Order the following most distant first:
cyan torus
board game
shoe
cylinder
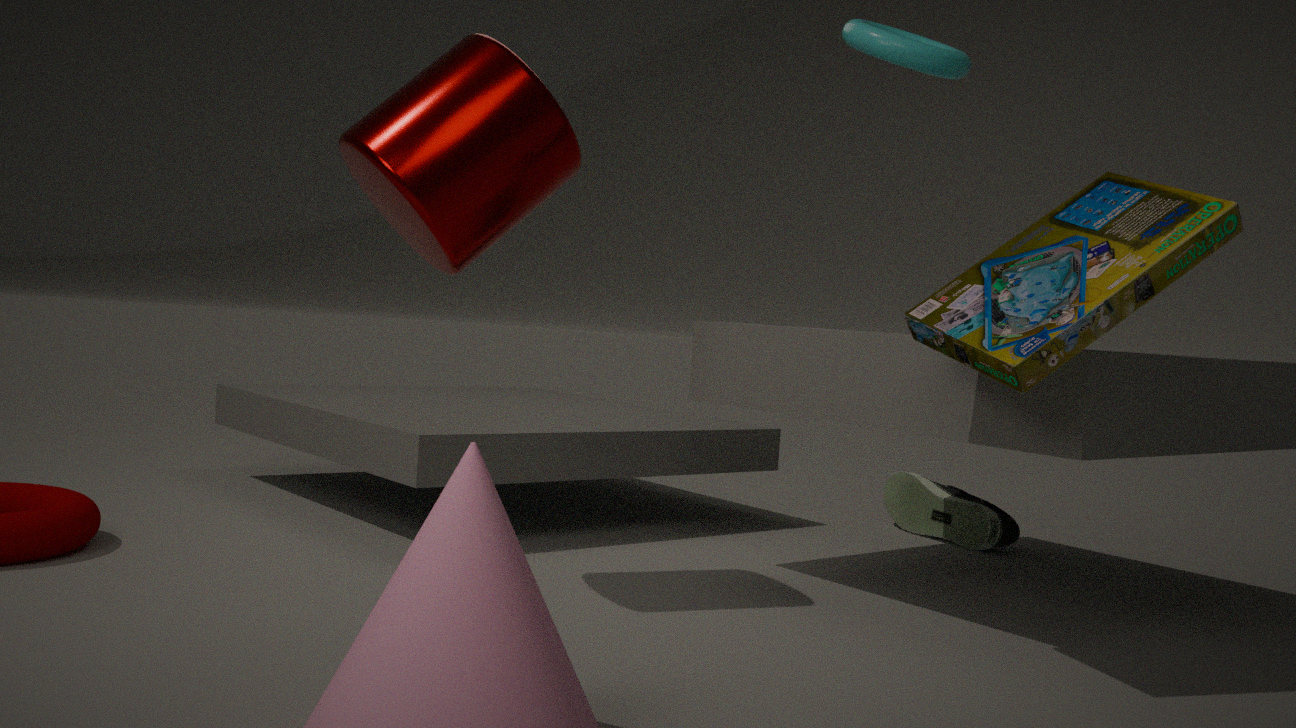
shoe, cyan torus, cylinder, board game
